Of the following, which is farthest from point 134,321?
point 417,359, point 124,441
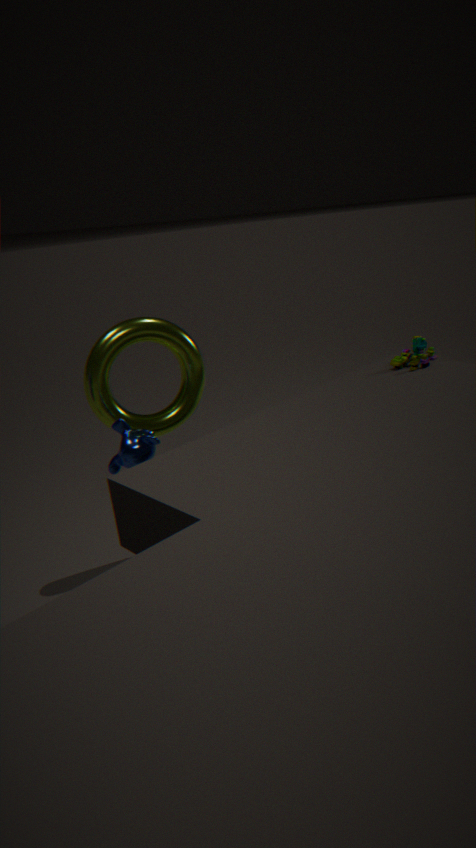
point 417,359
